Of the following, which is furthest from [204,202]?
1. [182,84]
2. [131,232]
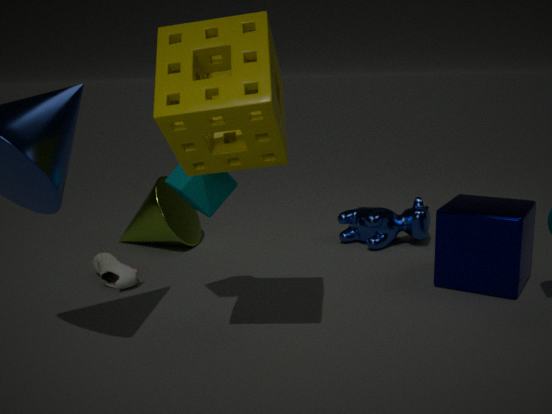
[131,232]
